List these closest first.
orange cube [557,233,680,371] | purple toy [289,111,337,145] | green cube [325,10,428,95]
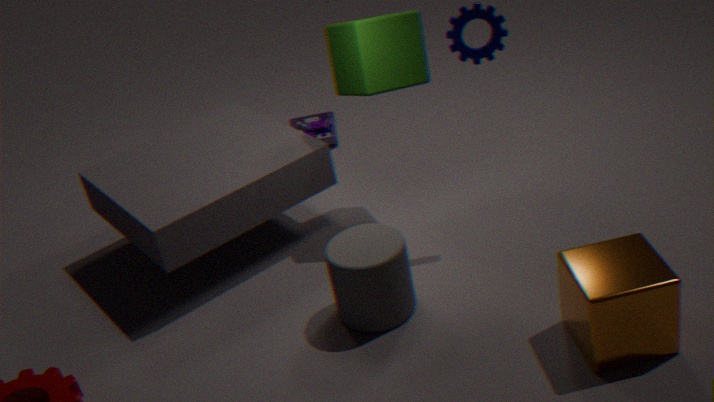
orange cube [557,233,680,371], green cube [325,10,428,95], purple toy [289,111,337,145]
